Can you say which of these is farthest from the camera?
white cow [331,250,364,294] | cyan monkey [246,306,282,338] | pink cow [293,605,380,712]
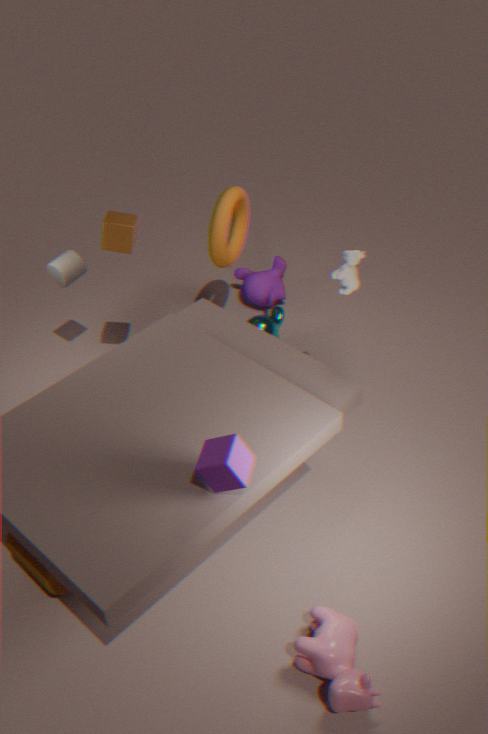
cyan monkey [246,306,282,338]
